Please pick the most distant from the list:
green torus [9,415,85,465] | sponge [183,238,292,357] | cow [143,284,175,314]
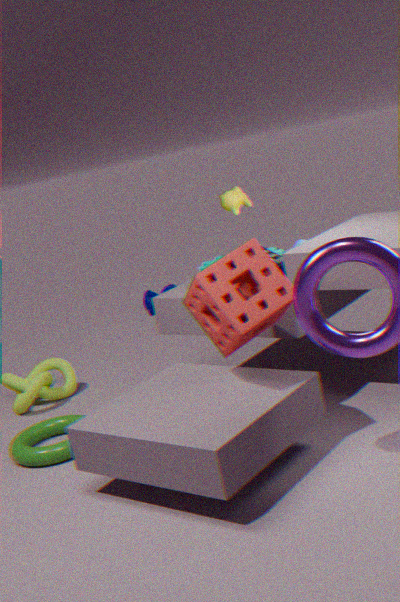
cow [143,284,175,314]
